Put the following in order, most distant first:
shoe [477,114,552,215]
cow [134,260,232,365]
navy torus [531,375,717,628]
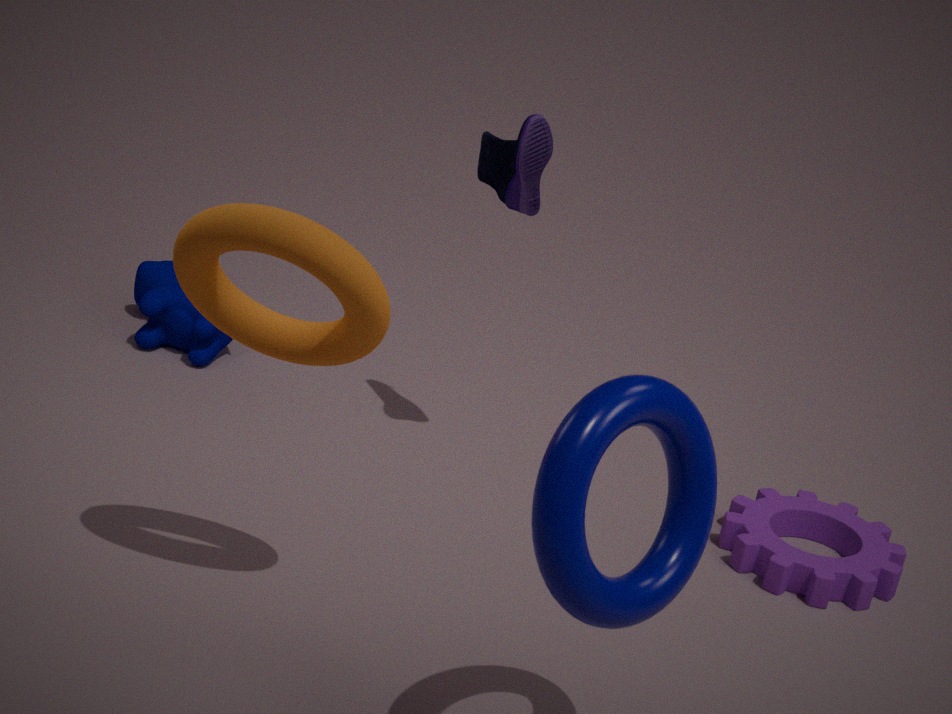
cow [134,260,232,365], shoe [477,114,552,215], navy torus [531,375,717,628]
